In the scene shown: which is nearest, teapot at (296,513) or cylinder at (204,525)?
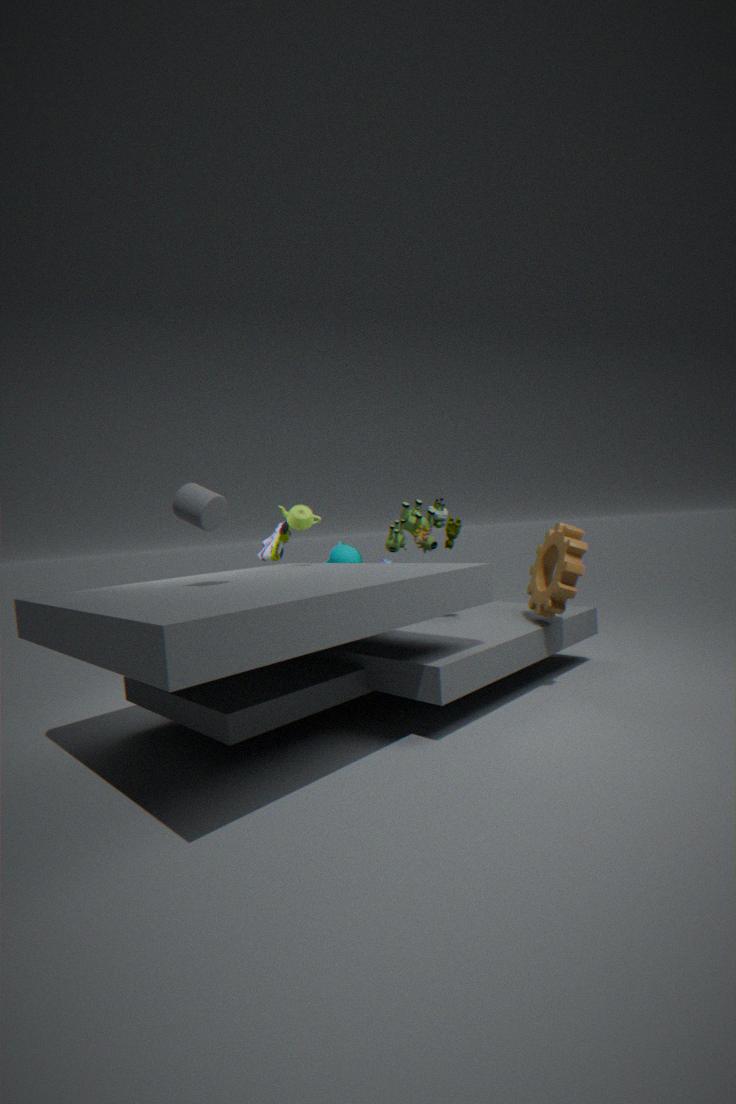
cylinder at (204,525)
